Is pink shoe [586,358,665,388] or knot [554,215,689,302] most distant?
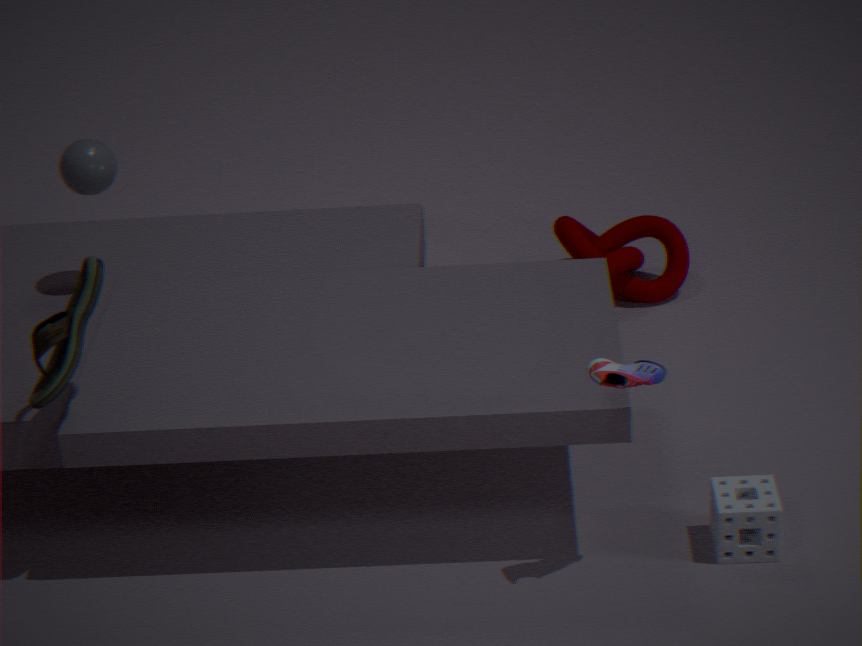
knot [554,215,689,302]
